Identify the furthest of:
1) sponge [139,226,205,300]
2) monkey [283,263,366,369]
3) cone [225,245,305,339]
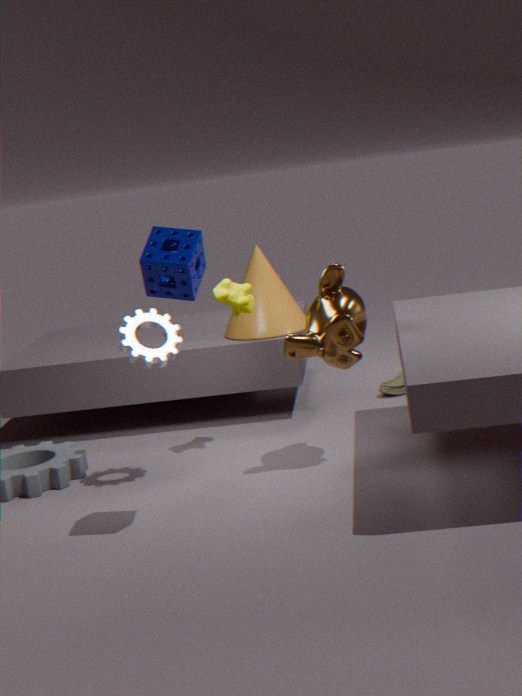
3. cone [225,245,305,339]
